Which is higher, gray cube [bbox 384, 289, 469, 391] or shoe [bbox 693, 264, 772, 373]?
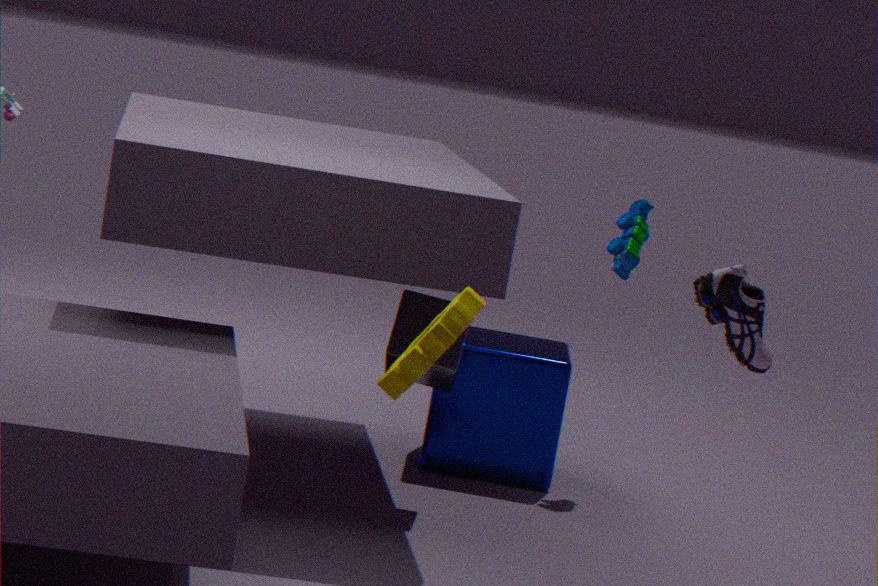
shoe [bbox 693, 264, 772, 373]
